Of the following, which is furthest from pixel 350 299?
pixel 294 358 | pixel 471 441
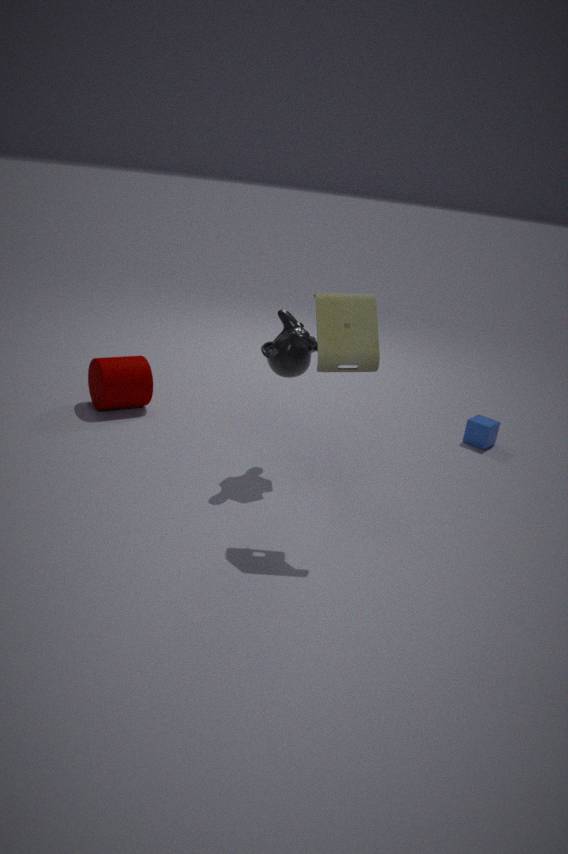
pixel 471 441
